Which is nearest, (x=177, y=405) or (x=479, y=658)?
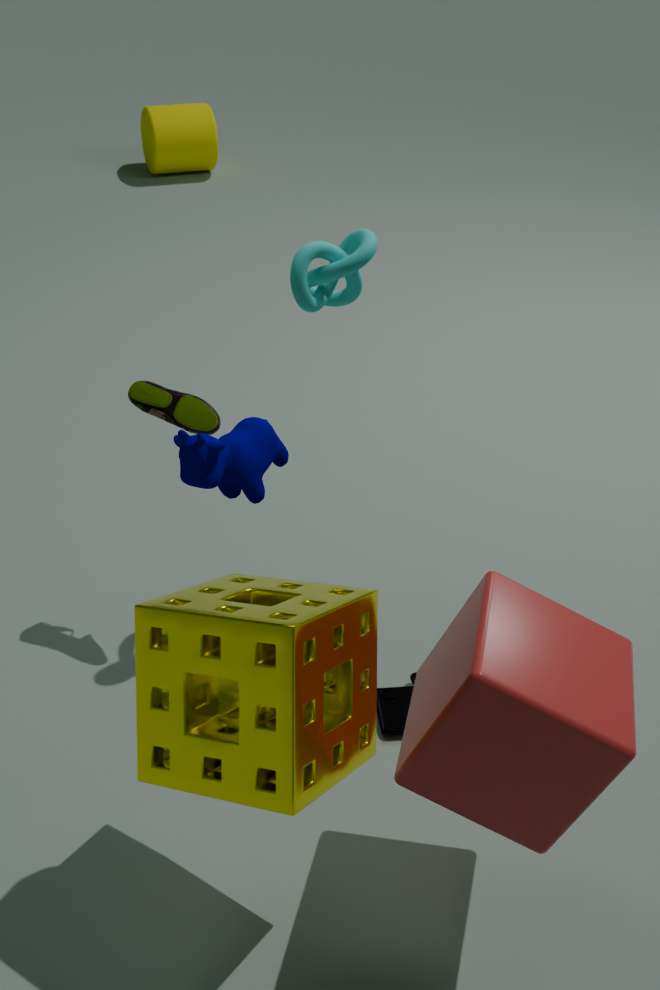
(x=479, y=658)
